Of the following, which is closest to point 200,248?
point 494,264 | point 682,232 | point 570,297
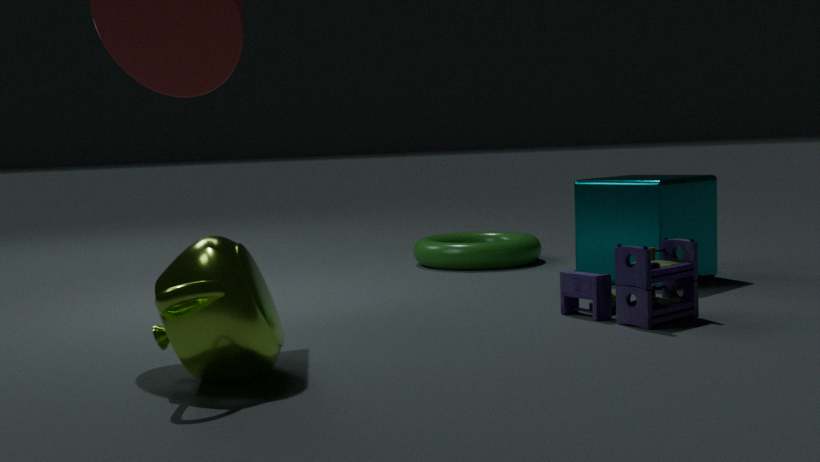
point 570,297
